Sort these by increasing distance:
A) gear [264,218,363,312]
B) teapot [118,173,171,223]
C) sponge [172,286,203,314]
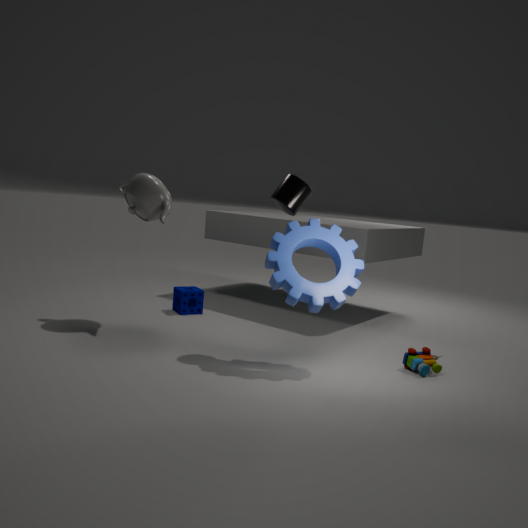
A. gear [264,218,363,312] < B. teapot [118,173,171,223] < C. sponge [172,286,203,314]
